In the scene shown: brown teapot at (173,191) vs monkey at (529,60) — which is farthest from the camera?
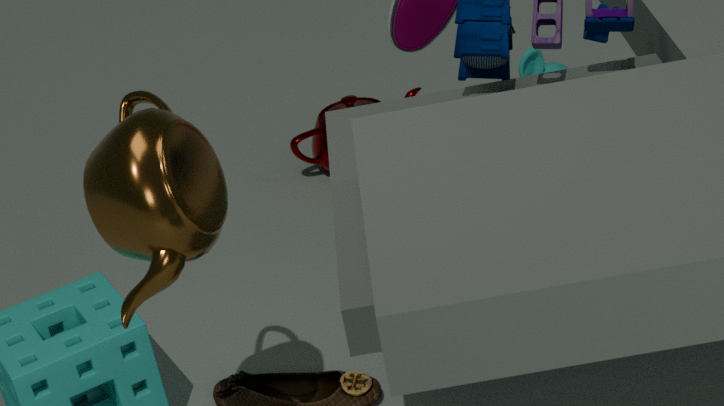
monkey at (529,60)
